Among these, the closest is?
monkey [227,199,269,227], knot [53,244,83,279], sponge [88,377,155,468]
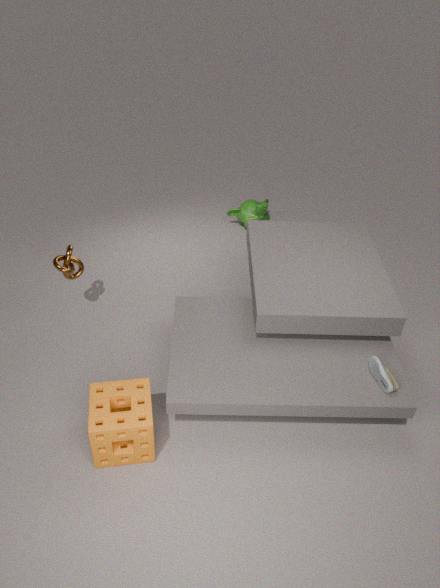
sponge [88,377,155,468]
